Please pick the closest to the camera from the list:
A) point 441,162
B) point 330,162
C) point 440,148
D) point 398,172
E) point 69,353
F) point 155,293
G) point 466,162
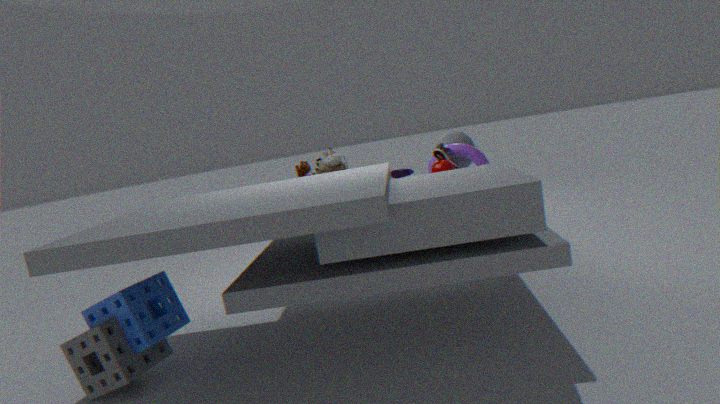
point 69,353
